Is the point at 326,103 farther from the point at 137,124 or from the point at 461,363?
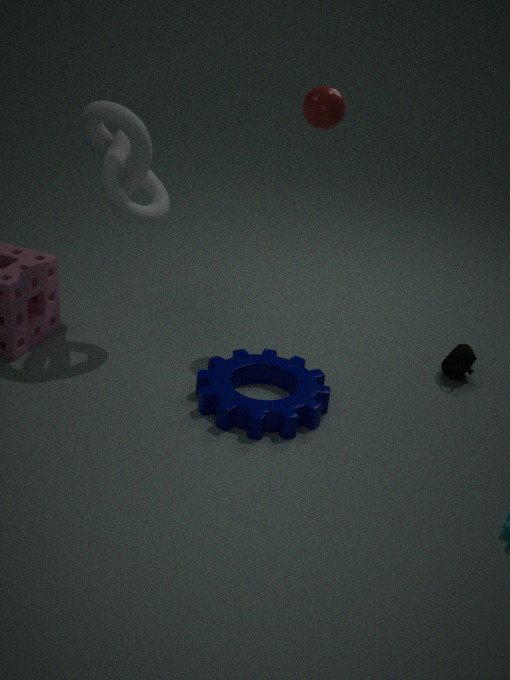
the point at 461,363
